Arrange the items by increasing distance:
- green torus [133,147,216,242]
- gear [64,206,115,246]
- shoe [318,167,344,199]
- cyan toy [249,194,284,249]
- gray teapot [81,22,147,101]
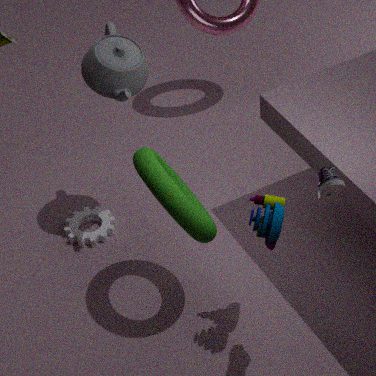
shoe [318,167,344,199]
cyan toy [249,194,284,249]
green torus [133,147,216,242]
gray teapot [81,22,147,101]
gear [64,206,115,246]
